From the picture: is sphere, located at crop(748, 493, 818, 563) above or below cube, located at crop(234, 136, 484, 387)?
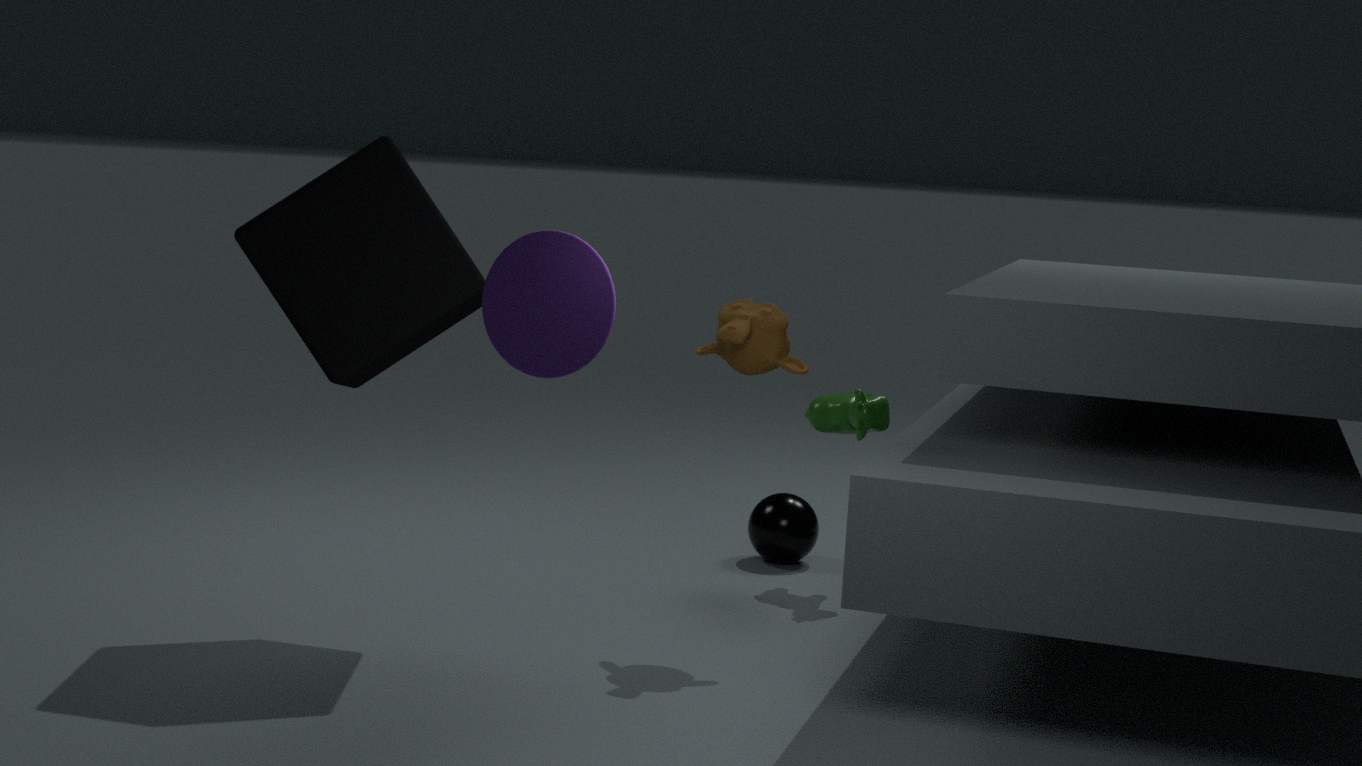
below
